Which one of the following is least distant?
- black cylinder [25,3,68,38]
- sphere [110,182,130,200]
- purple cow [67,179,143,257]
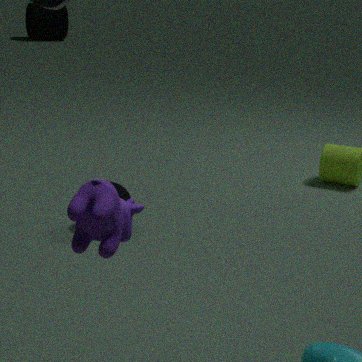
purple cow [67,179,143,257]
